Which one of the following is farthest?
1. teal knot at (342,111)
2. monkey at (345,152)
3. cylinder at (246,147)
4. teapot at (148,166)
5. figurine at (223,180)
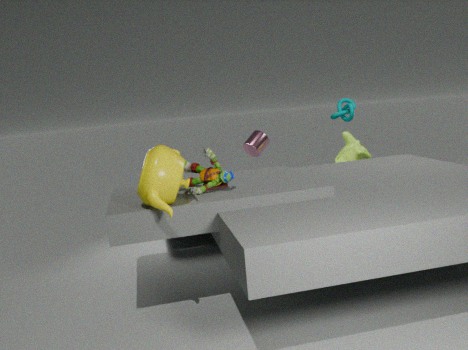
teal knot at (342,111)
